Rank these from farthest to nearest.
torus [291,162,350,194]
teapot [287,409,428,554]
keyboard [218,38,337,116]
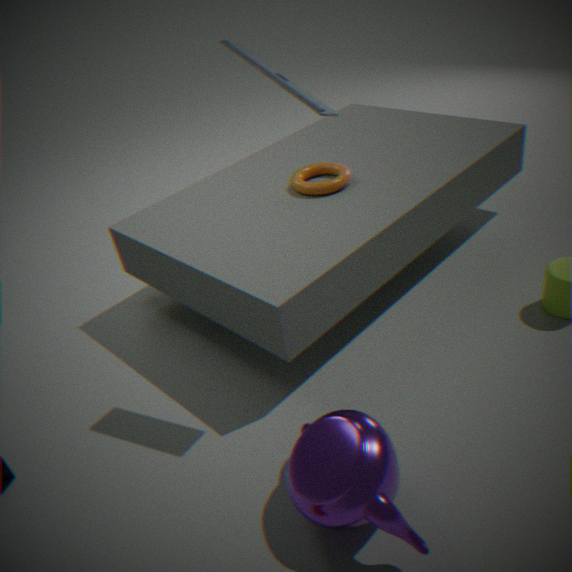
1. torus [291,162,350,194]
2. keyboard [218,38,337,116]
3. teapot [287,409,428,554]
